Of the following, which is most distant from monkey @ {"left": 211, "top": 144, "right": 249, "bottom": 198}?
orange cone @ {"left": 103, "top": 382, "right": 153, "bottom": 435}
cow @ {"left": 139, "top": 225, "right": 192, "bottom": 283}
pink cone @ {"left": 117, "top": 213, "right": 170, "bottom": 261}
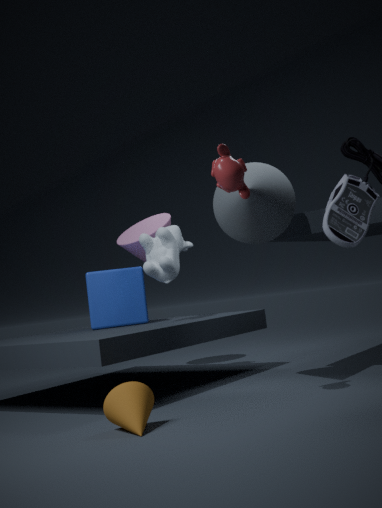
pink cone @ {"left": 117, "top": 213, "right": 170, "bottom": 261}
